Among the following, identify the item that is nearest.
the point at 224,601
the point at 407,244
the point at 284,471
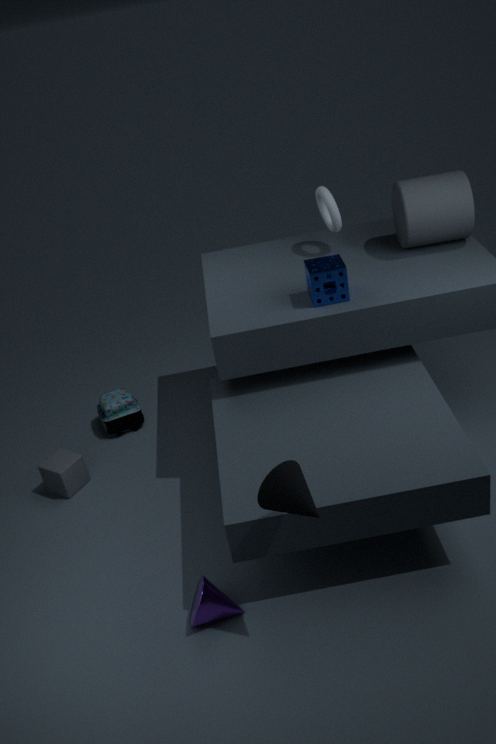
the point at 284,471
